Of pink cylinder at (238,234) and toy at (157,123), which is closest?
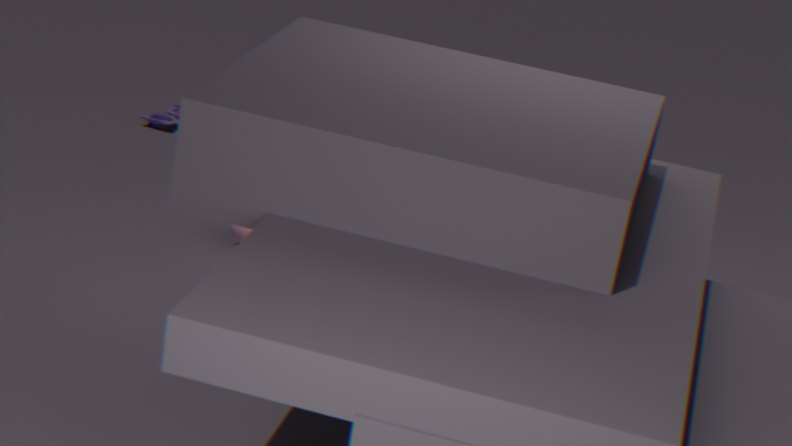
pink cylinder at (238,234)
